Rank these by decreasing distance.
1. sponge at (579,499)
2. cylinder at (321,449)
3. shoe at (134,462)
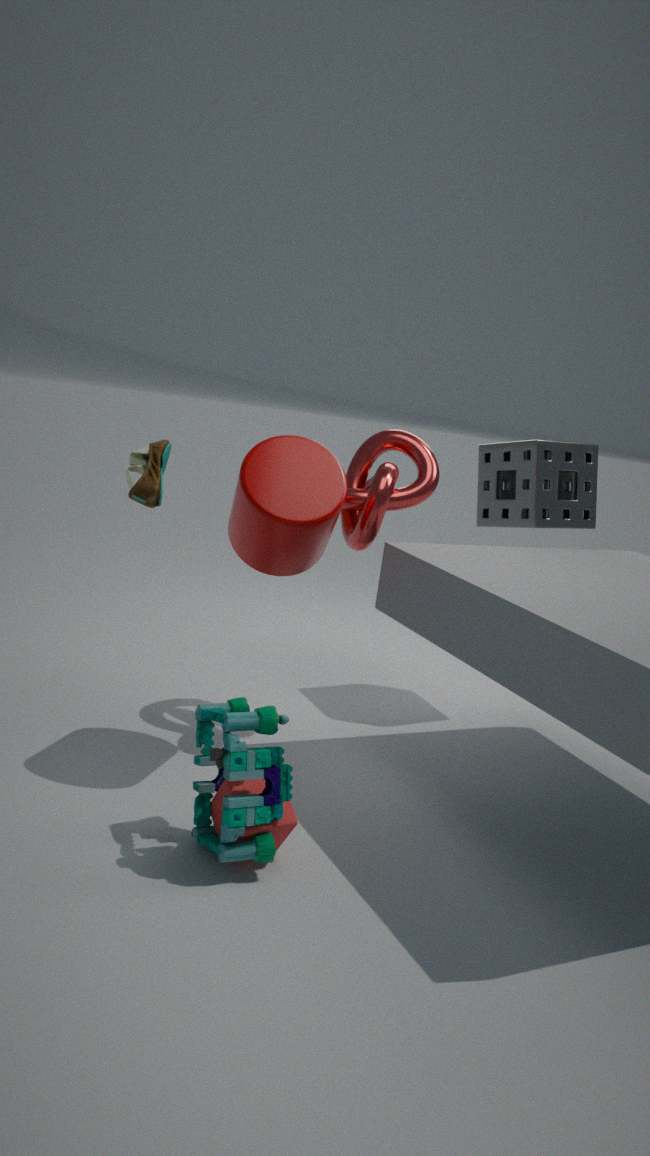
sponge at (579,499)
cylinder at (321,449)
shoe at (134,462)
